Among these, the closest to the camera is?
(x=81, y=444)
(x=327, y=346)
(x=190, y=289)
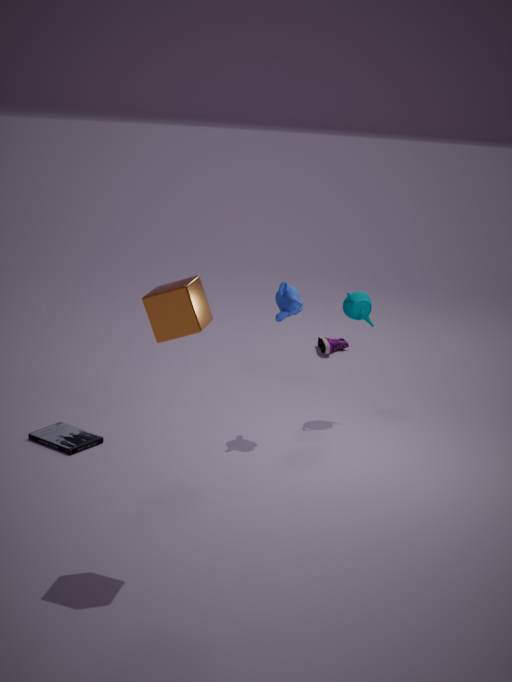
(x=190, y=289)
